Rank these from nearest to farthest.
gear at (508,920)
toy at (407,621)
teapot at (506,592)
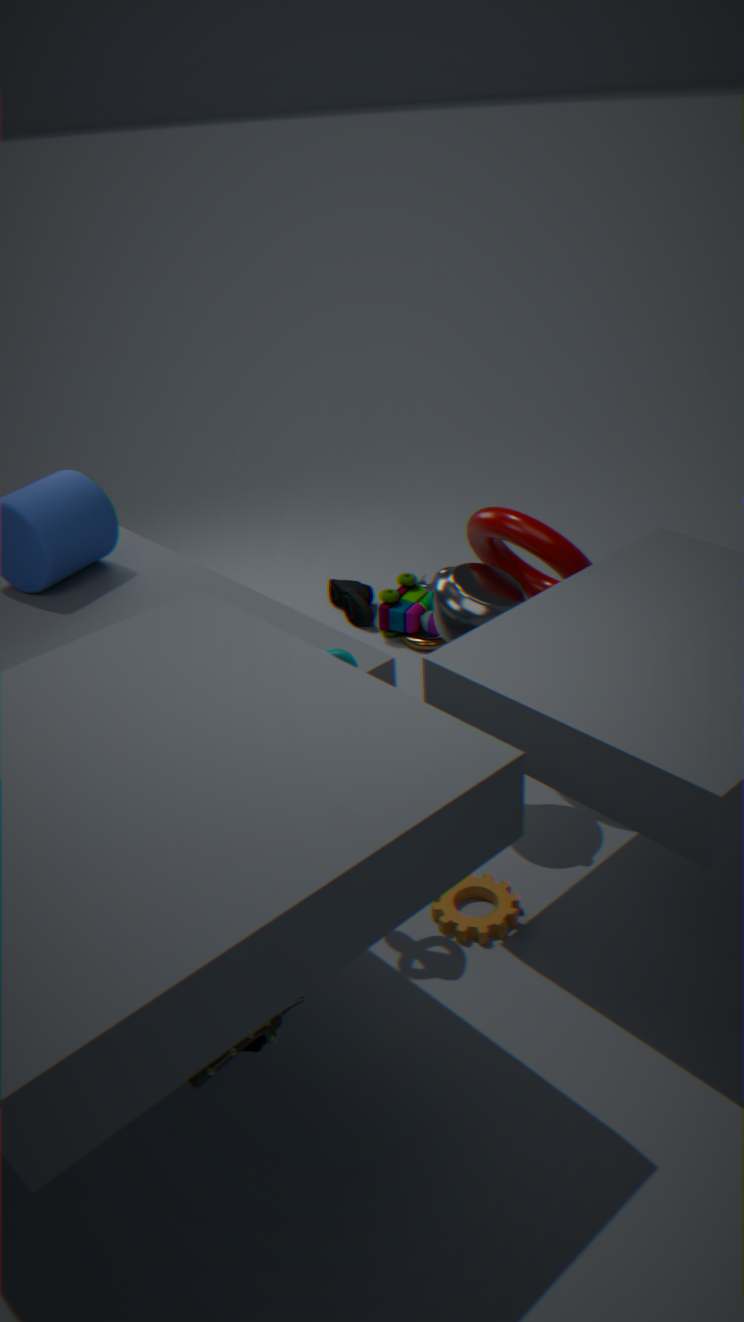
gear at (508,920) → teapot at (506,592) → toy at (407,621)
